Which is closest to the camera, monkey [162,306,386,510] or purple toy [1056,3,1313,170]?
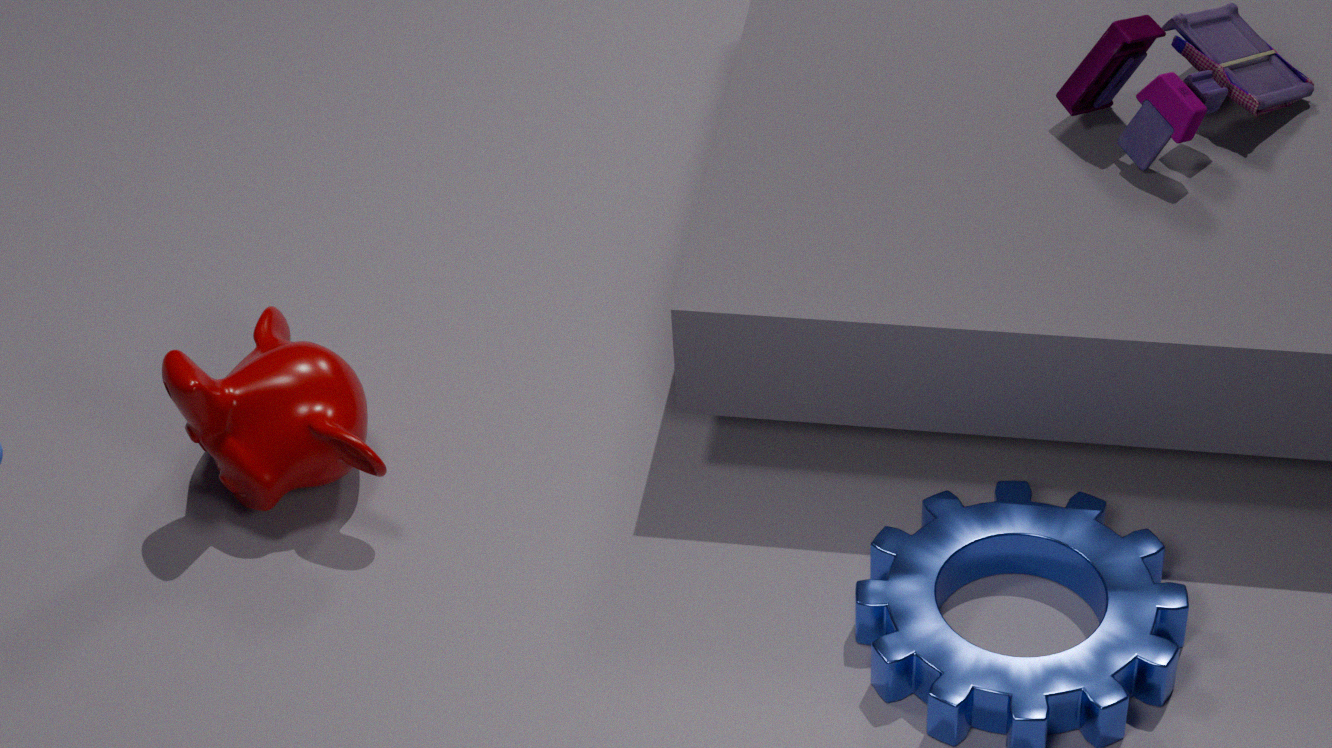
monkey [162,306,386,510]
